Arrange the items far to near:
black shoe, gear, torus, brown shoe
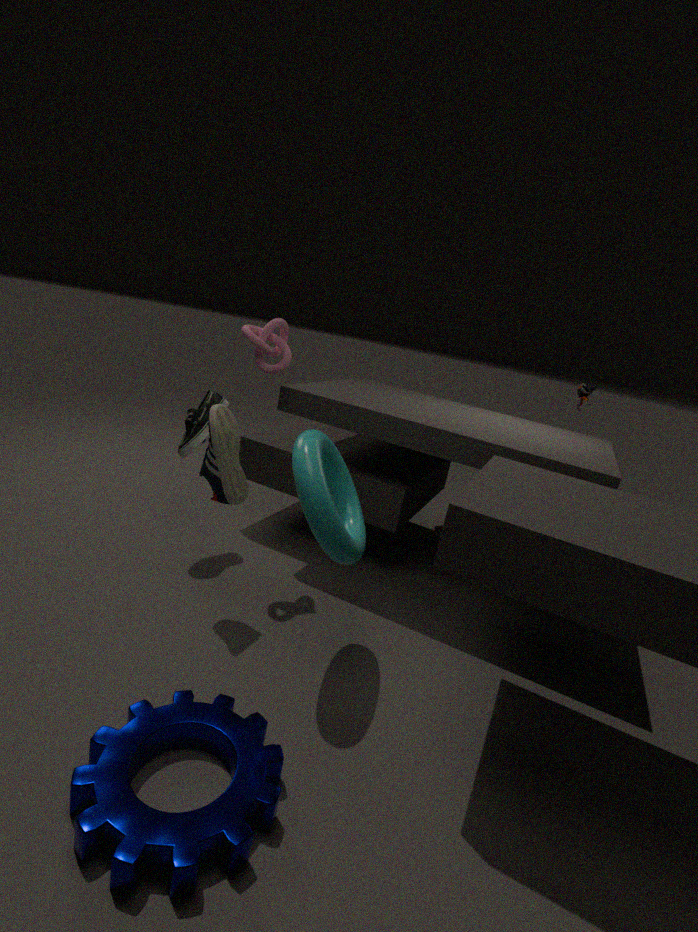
1. black shoe
2. brown shoe
3. torus
4. gear
